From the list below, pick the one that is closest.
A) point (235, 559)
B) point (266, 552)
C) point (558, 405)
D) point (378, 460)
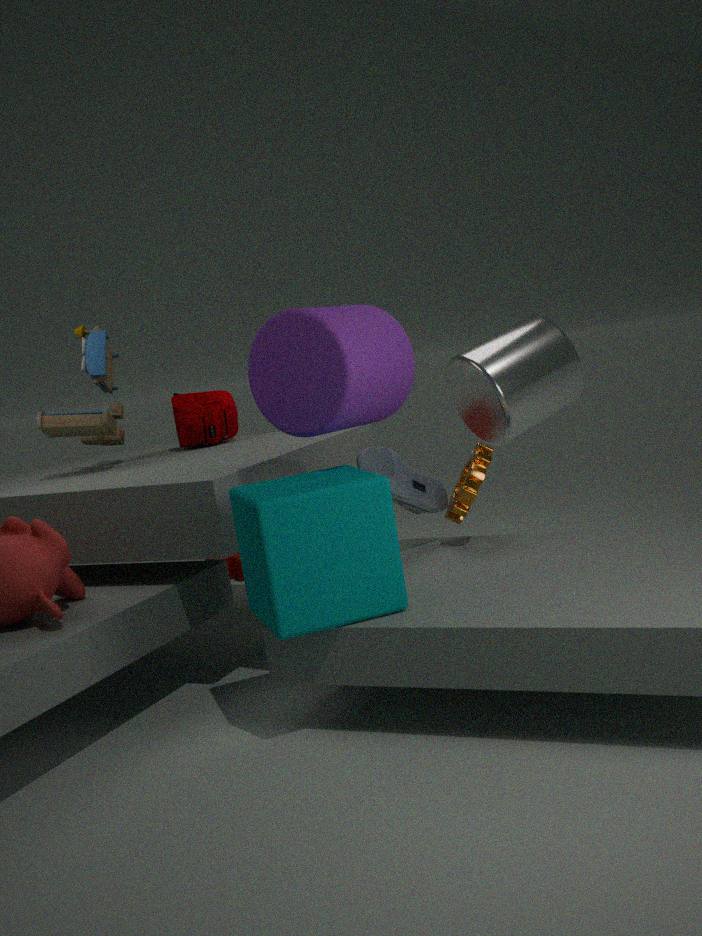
point (266, 552)
